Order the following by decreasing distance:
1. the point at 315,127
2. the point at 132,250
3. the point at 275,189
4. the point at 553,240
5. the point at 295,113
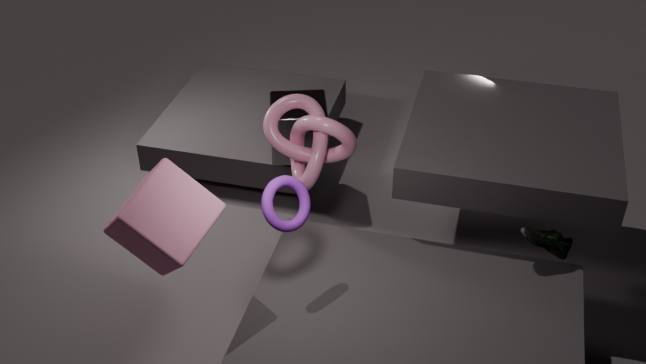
the point at 295,113
the point at 315,127
the point at 553,240
the point at 275,189
the point at 132,250
